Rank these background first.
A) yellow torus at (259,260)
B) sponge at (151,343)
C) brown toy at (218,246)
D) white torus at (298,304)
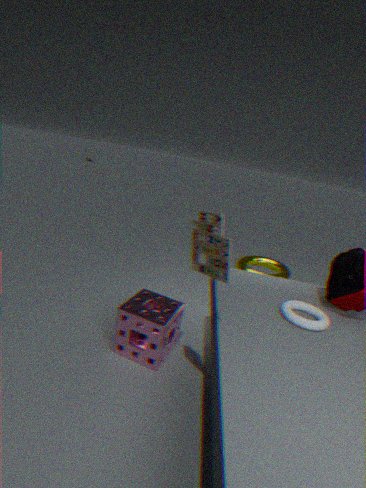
1. A. yellow torus at (259,260)
2. B. sponge at (151,343)
3. D. white torus at (298,304)
4. C. brown toy at (218,246)
